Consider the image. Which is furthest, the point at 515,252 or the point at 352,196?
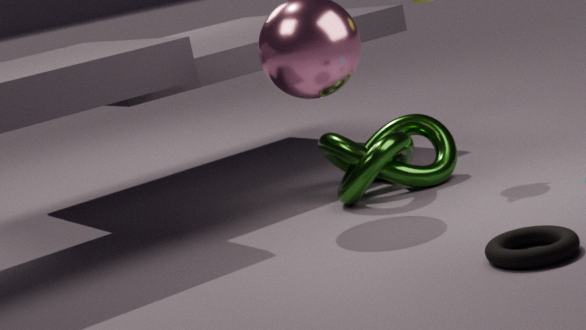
the point at 352,196
